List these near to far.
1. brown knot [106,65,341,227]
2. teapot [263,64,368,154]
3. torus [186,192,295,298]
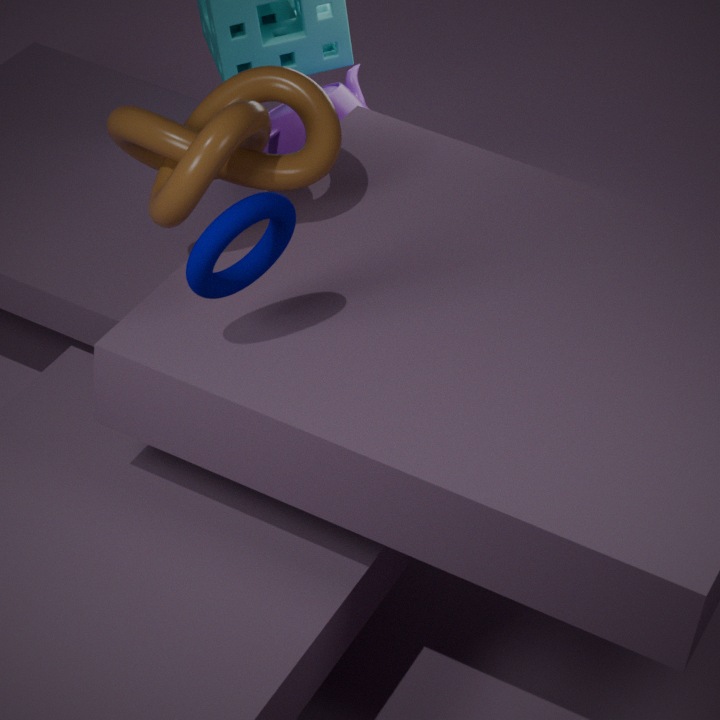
torus [186,192,295,298] < brown knot [106,65,341,227] < teapot [263,64,368,154]
